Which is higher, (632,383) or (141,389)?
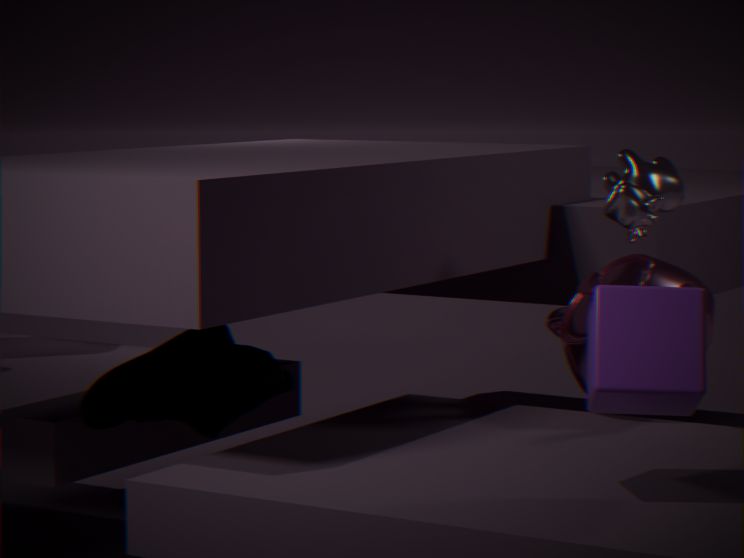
(632,383)
